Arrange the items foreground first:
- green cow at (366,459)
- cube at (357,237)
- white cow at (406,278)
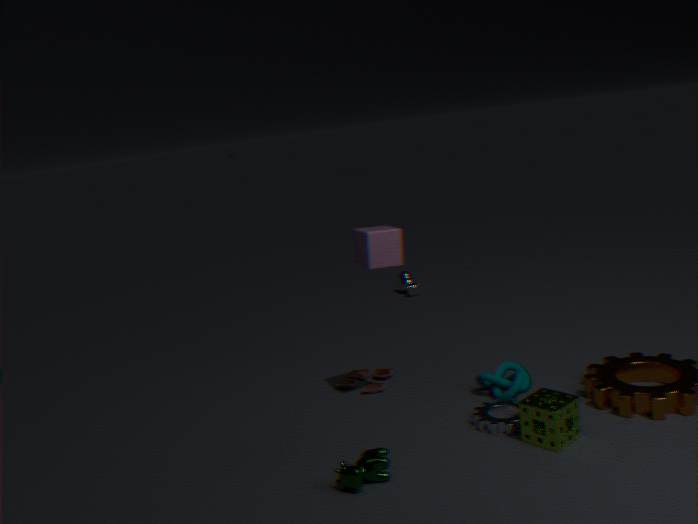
1. green cow at (366,459)
2. cube at (357,237)
3. white cow at (406,278)
